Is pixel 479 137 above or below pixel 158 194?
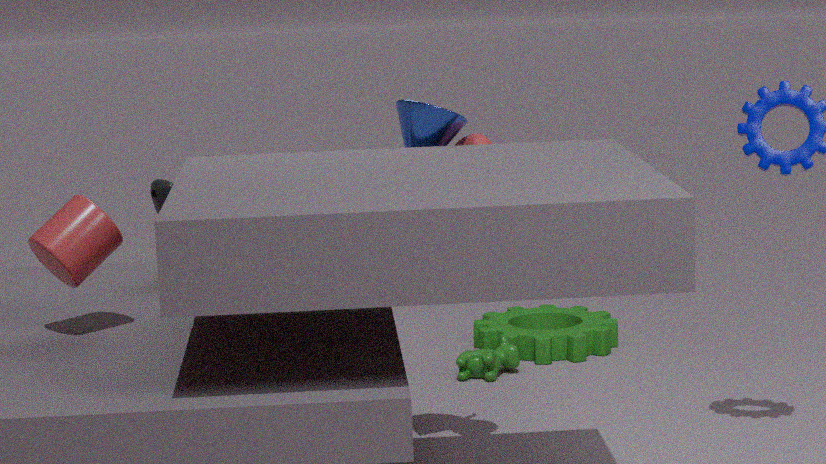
above
